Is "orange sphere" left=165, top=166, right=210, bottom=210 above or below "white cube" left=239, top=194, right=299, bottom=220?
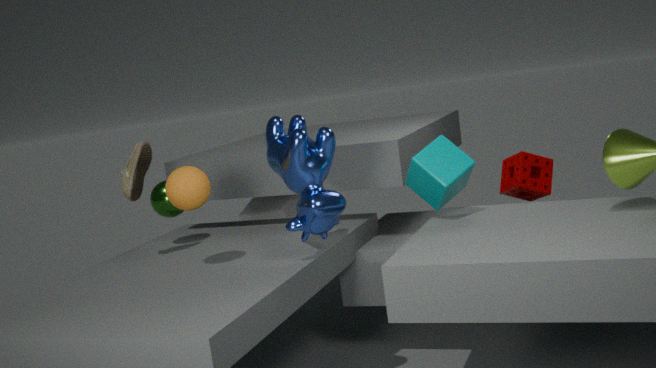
above
